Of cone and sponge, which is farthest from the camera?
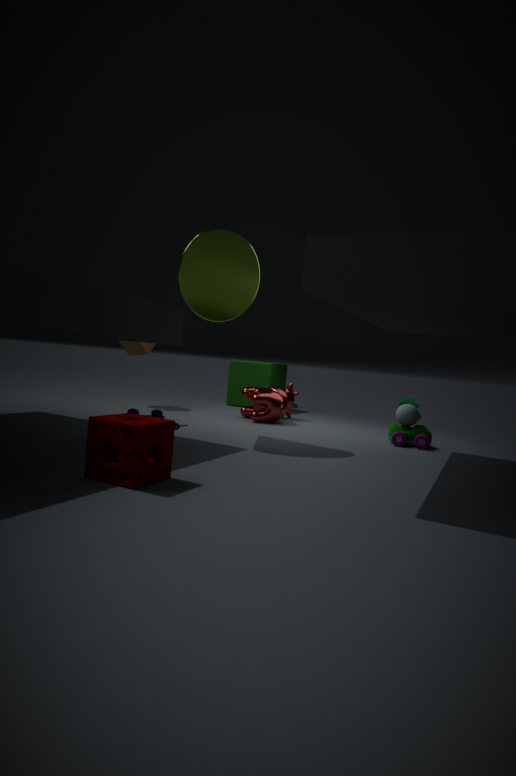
cone
